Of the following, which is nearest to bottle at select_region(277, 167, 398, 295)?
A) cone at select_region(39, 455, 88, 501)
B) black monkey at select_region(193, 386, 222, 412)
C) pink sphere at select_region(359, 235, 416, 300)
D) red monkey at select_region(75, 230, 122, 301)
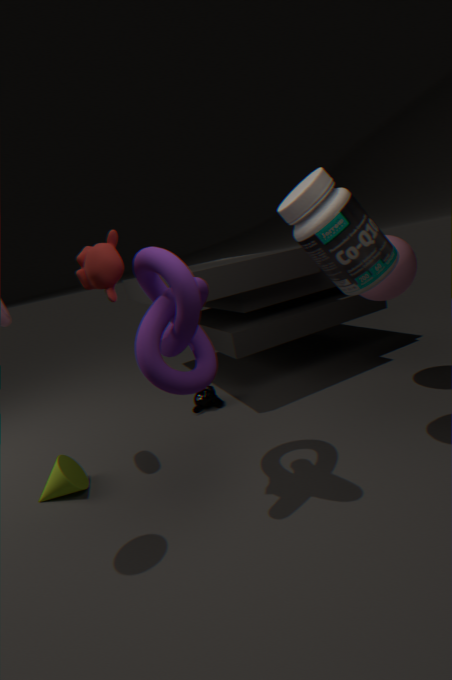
pink sphere at select_region(359, 235, 416, 300)
